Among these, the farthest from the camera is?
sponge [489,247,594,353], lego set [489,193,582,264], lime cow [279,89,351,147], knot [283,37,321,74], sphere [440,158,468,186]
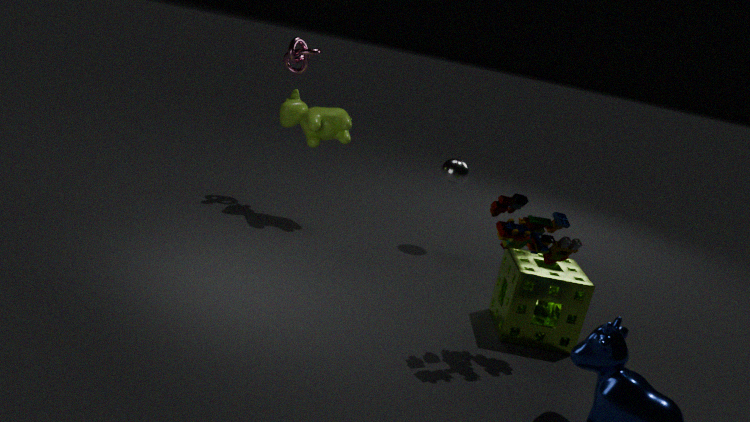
knot [283,37,321,74]
